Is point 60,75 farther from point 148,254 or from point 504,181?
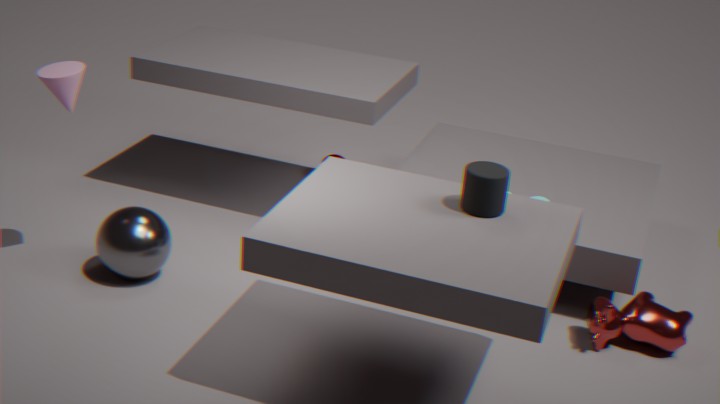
point 504,181
